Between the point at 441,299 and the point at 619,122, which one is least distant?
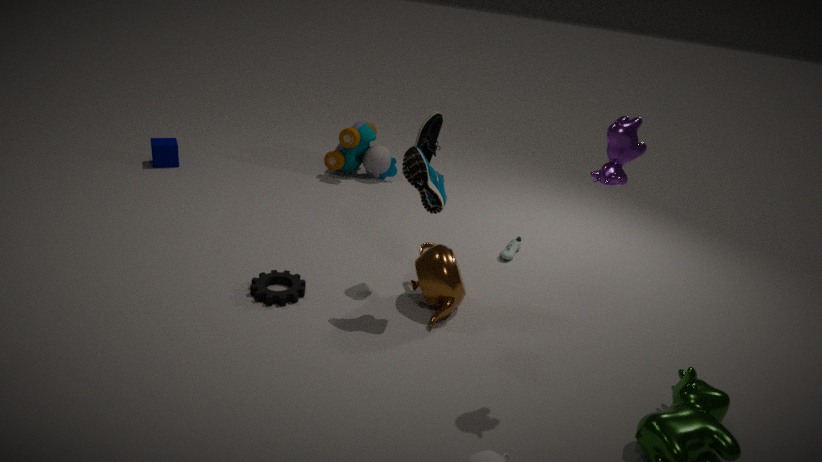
the point at 619,122
